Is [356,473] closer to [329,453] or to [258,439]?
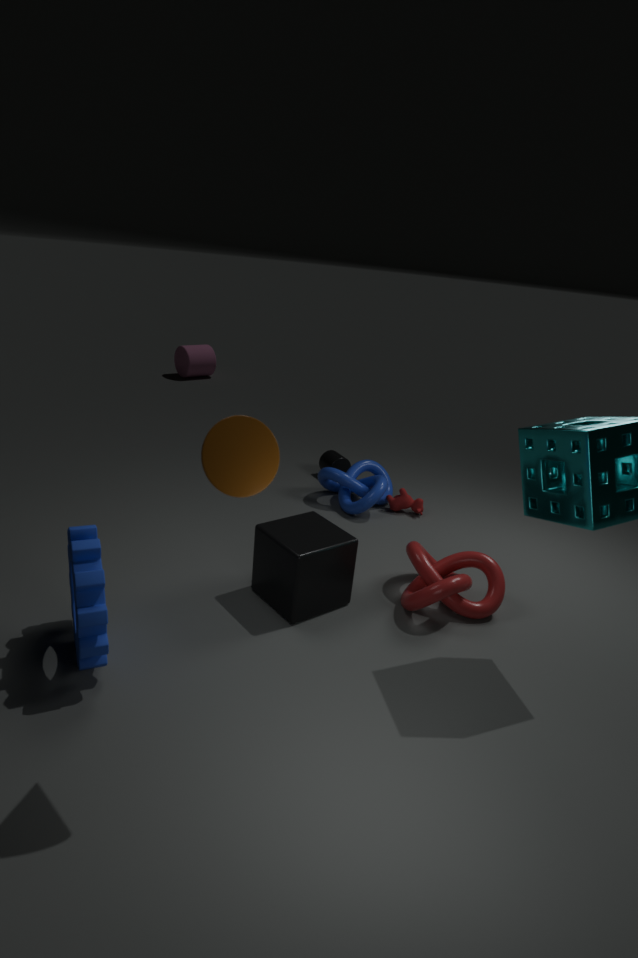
[329,453]
